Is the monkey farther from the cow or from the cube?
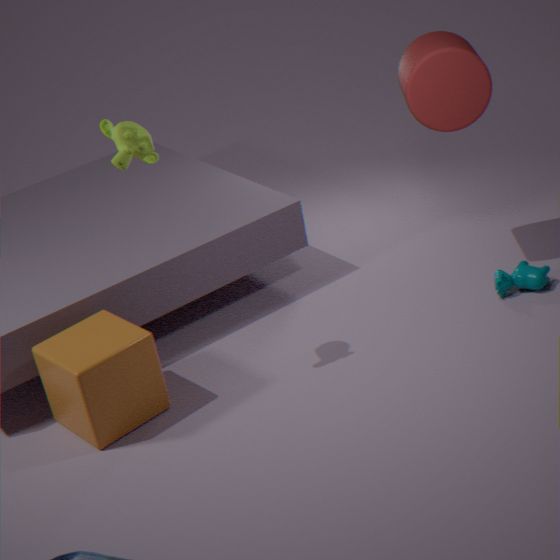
→ the cow
